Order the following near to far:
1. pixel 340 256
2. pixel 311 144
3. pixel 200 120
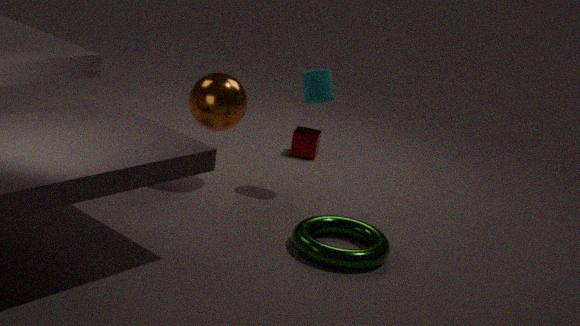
pixel 340 256 < pixel 200 120 < pixel 311 144
